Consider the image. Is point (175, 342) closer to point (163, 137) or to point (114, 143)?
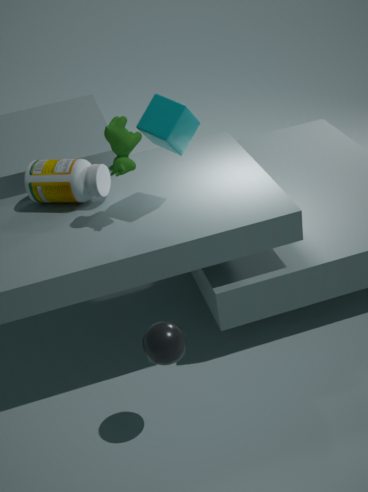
point (114, 143)
